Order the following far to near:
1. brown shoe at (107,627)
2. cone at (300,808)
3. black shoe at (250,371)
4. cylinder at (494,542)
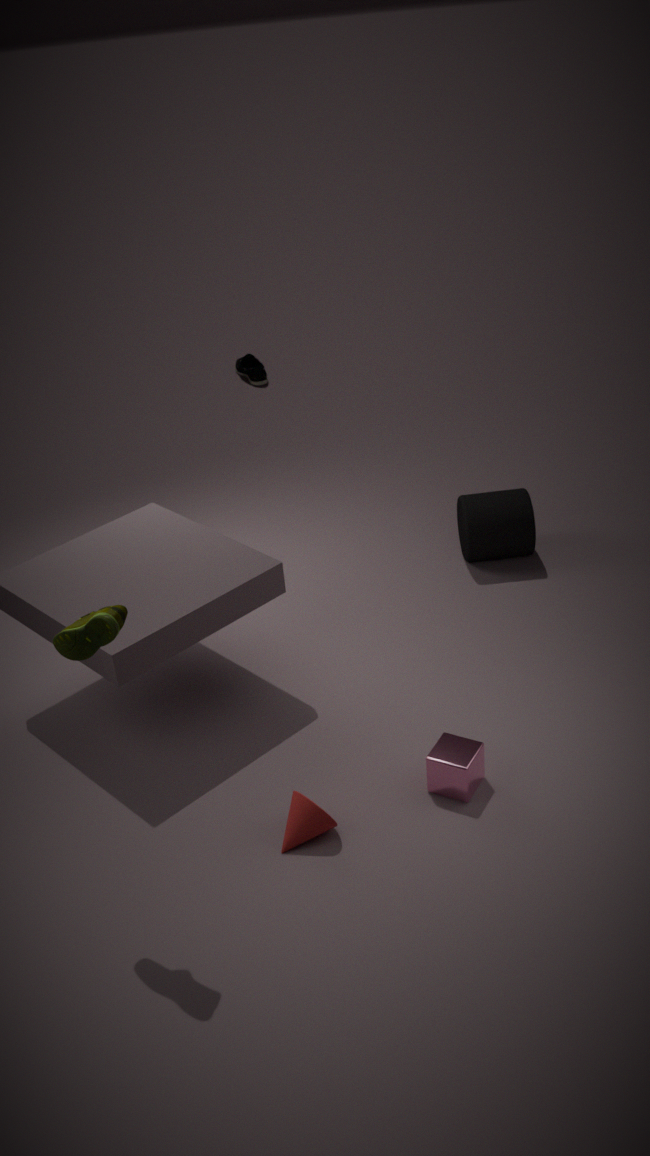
1. black shoe at (250,371)
2. cylinder at (494,542)
3. cone at (300,808)
4. brown shoe at (107,627)
